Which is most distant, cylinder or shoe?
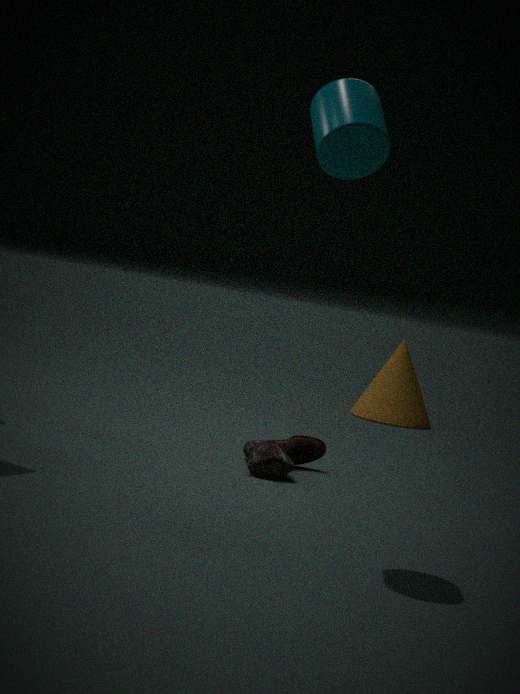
shoe
